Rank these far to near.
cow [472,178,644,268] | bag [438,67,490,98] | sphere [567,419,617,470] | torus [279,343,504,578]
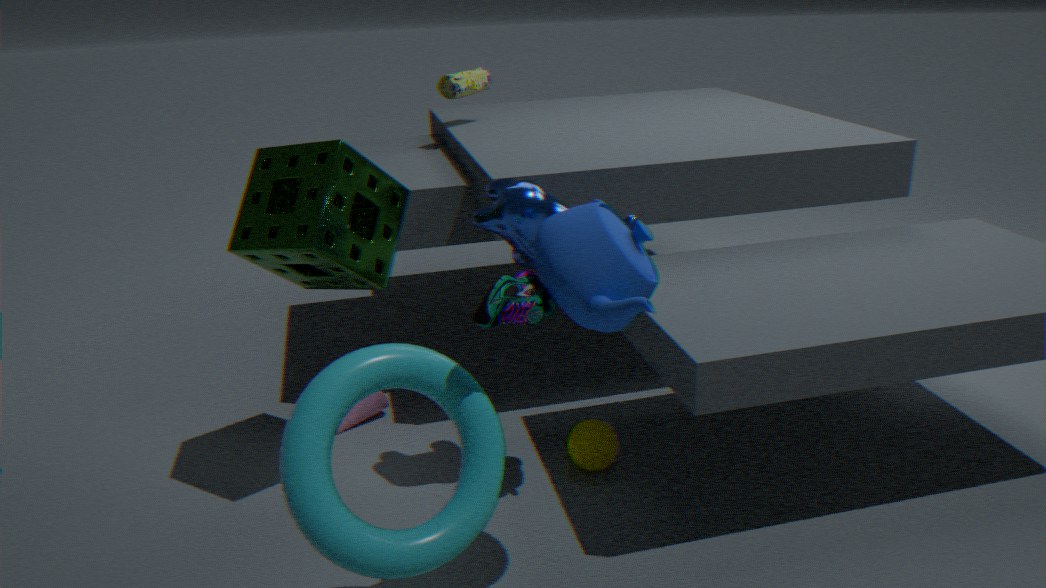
bag [438,67,490,98]
sphere [567,419,617,470]
cow [472,178,644,268]
torus [279,343,504,578]
